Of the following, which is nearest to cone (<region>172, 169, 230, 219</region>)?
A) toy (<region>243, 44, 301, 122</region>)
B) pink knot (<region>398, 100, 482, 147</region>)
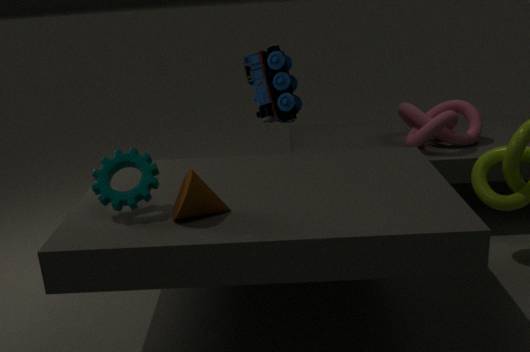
toy (<region>243, 44, 301, 122</region>)
